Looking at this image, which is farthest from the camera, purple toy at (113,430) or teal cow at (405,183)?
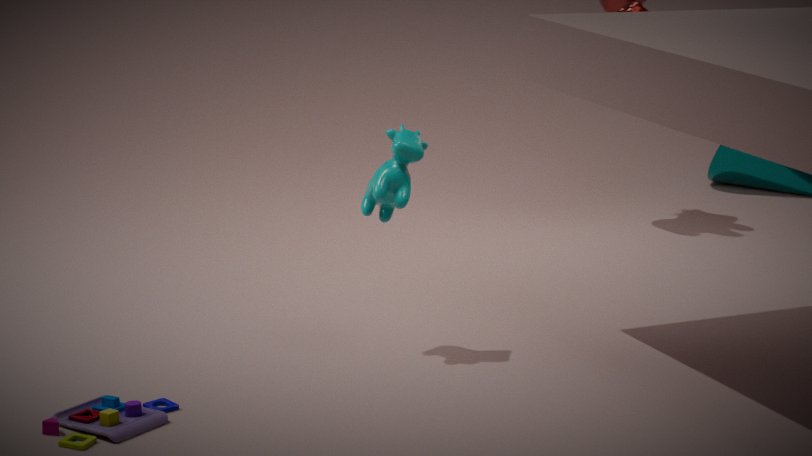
teal cow at (405,183)
